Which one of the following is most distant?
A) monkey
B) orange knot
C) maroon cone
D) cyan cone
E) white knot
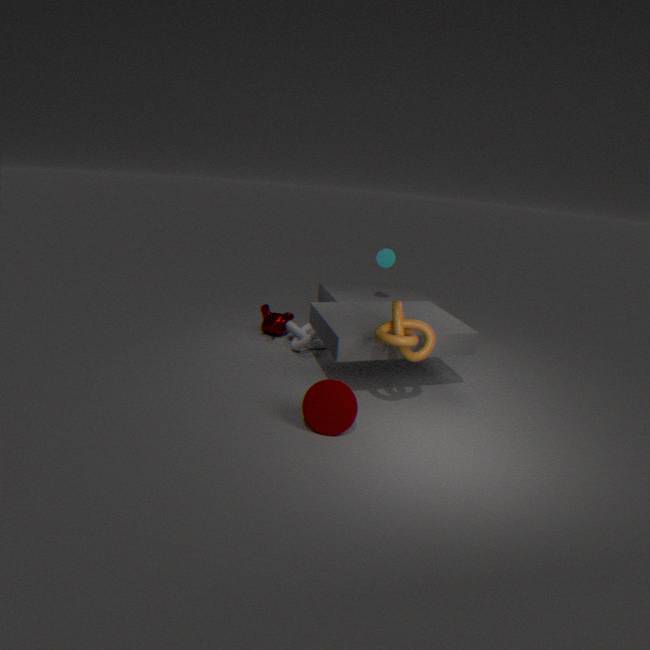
monkey
